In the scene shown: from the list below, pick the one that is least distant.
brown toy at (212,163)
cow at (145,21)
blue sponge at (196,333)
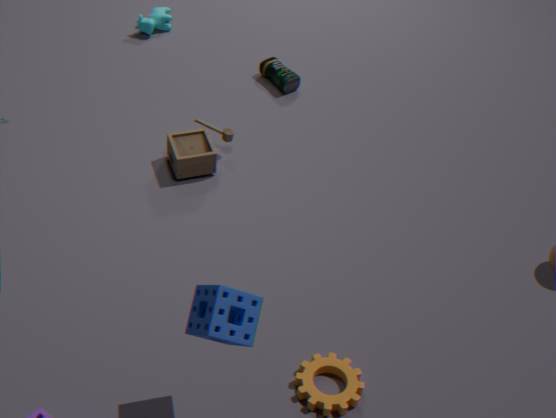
blue sponge at (196,333)
